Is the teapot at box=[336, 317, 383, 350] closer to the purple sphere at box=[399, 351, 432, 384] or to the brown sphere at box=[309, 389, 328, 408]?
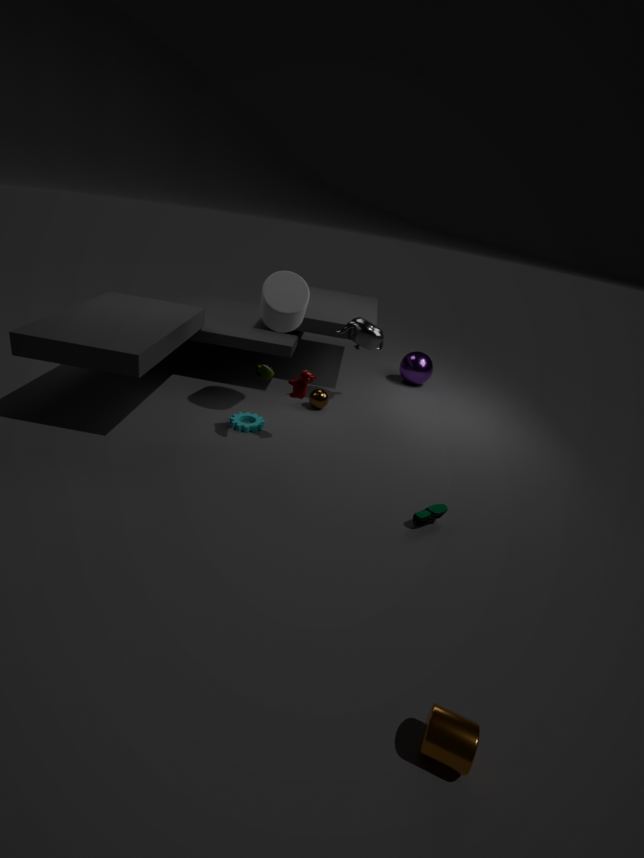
the brown sphere at box=[309, 389, 328, 408]
